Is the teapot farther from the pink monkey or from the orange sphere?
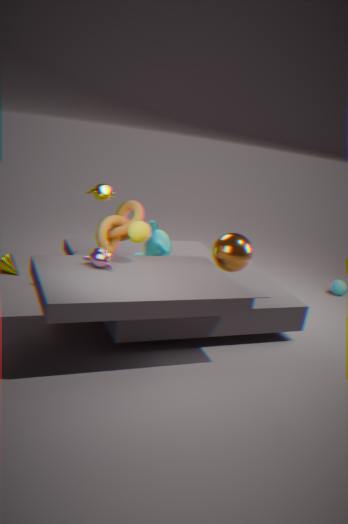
the orange sphere
